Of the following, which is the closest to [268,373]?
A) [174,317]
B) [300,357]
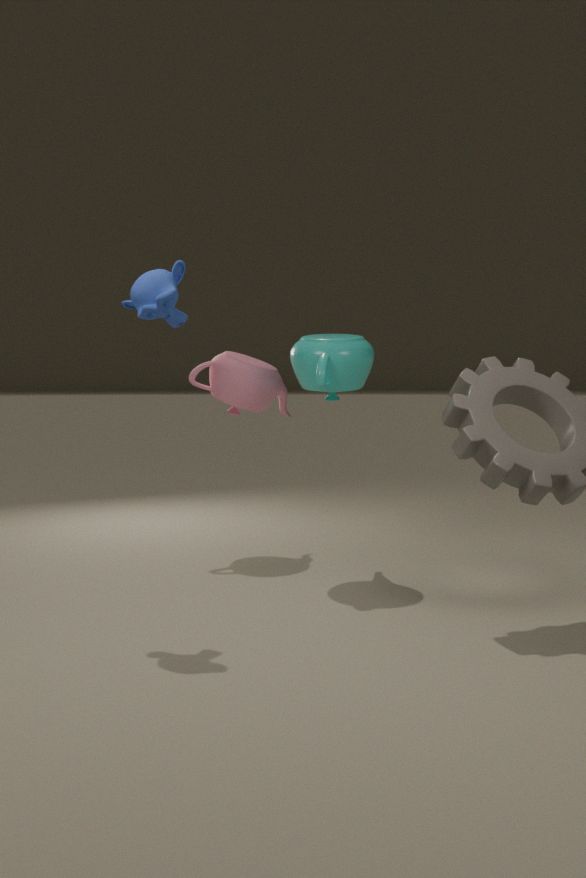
[300,357]
